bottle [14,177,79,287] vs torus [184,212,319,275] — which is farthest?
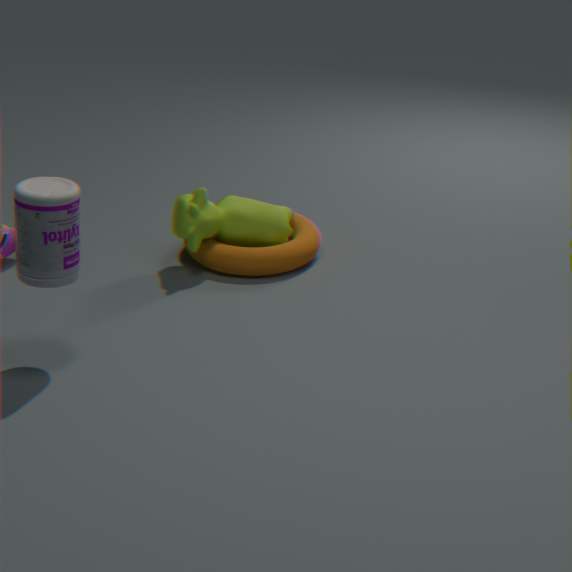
torus [184,212,319,275]
